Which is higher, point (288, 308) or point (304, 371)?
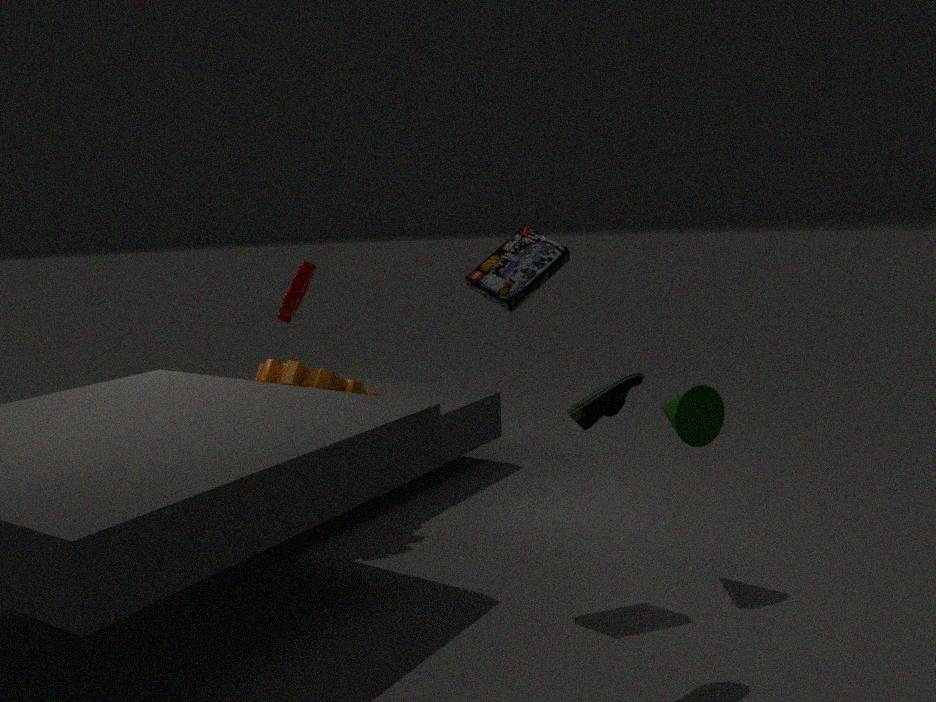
point (288, 308)
